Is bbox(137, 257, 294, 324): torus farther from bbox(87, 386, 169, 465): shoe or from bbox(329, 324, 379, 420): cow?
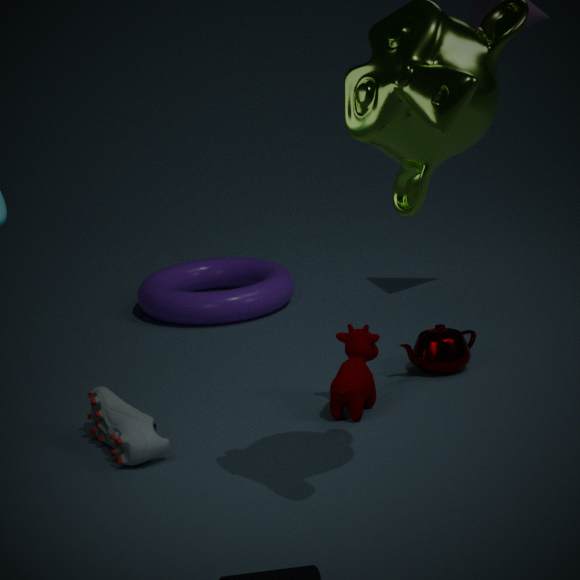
bbox(87, 386, 169, 465): shoe
